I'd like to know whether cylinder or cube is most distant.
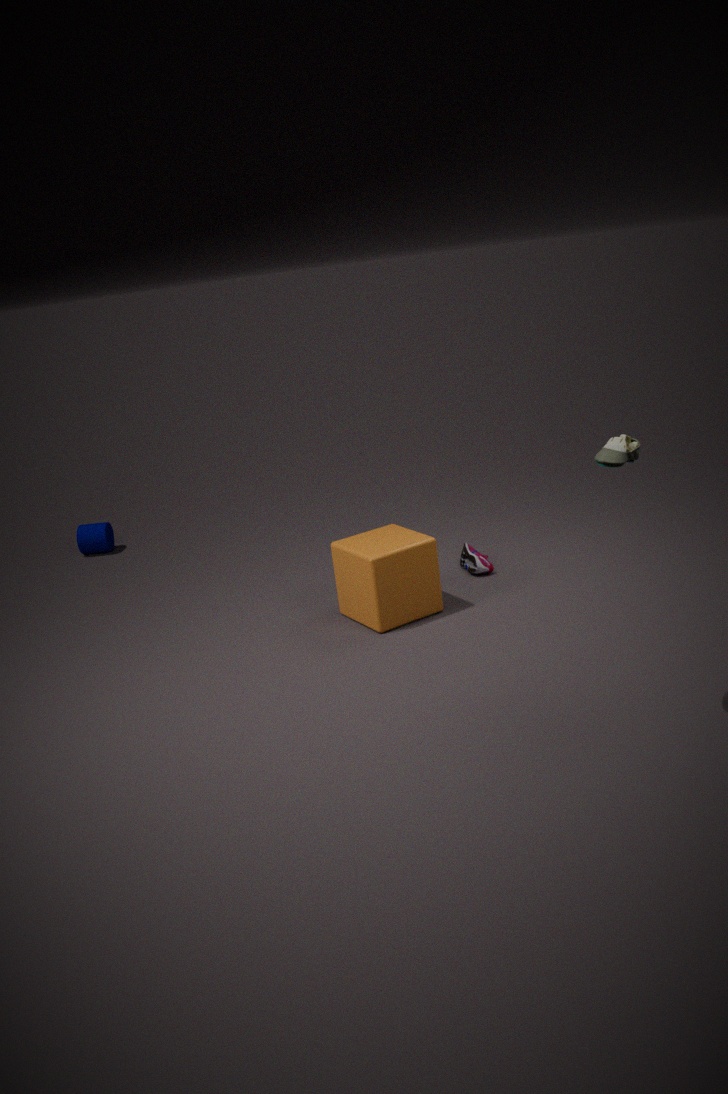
cylinder
